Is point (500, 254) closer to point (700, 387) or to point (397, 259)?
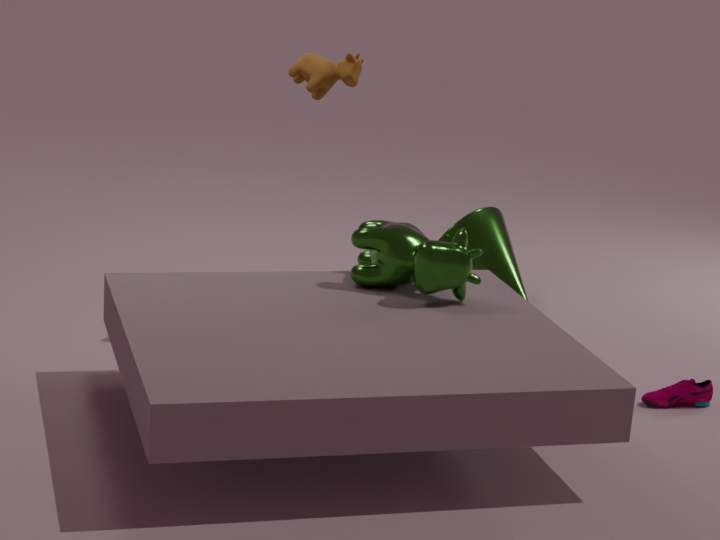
point (397, 259)
